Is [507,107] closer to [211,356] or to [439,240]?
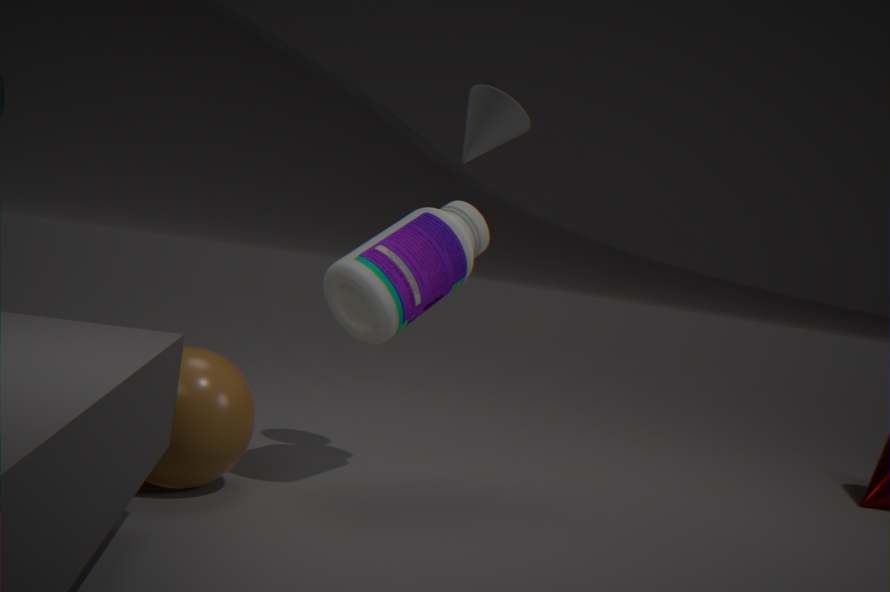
[439,240]
